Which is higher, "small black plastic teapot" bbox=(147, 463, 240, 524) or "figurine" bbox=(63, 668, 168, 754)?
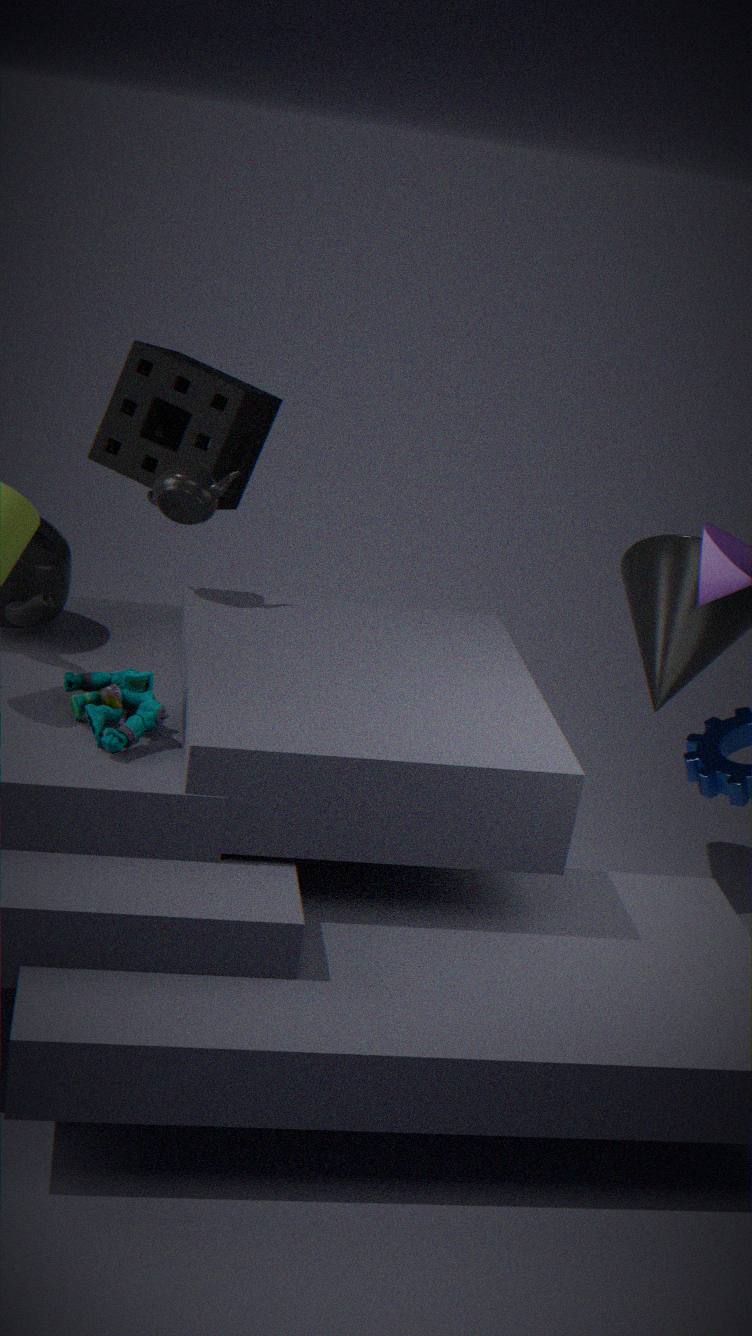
"small black plastic teapot" bbox=(147, 463, 240, 524)
